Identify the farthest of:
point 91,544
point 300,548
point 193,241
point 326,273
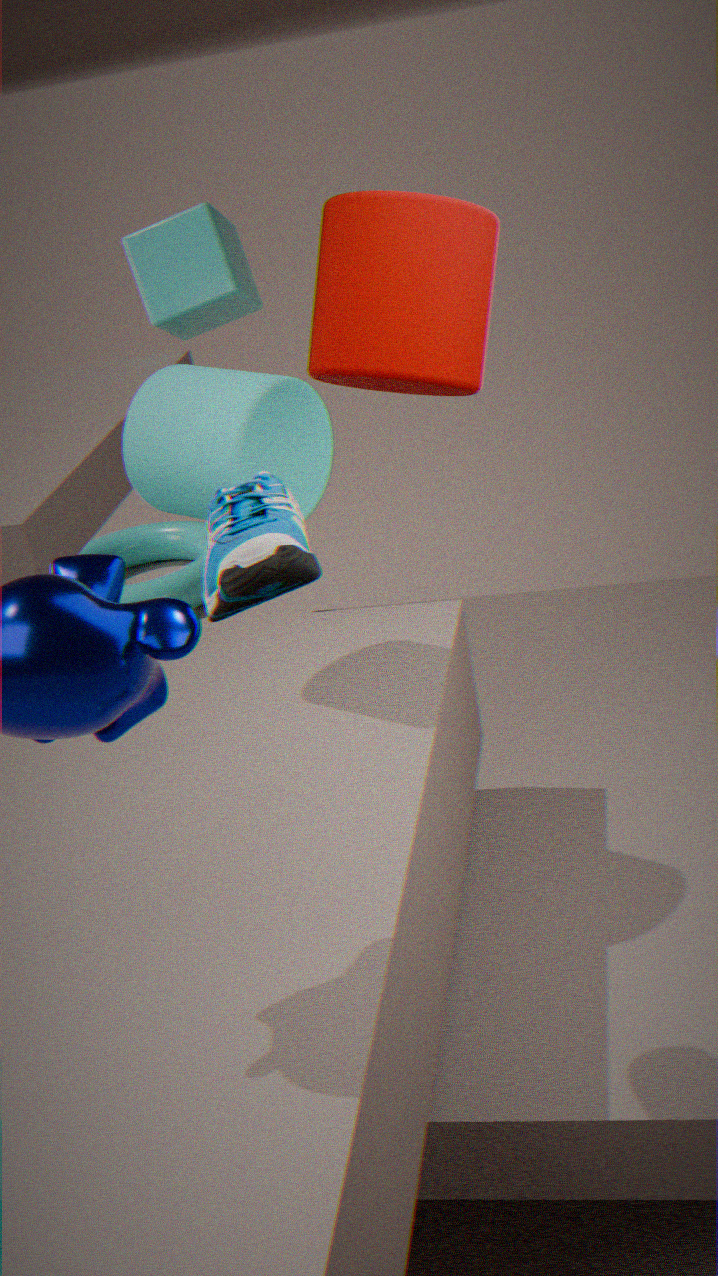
point 91,544
